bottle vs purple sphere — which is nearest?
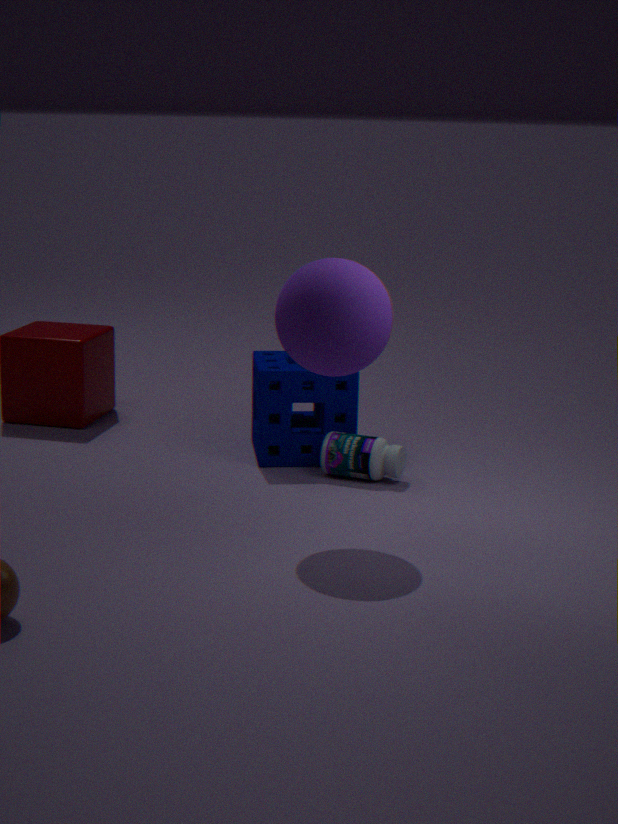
purple sphere
